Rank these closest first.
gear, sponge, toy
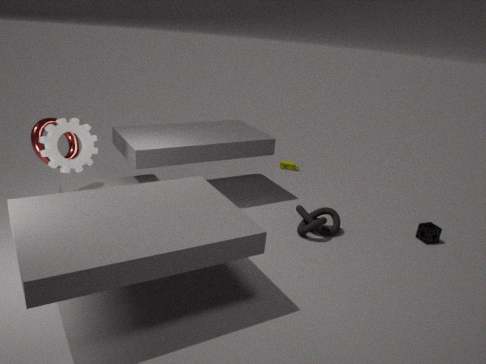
gear → sponge → toy
